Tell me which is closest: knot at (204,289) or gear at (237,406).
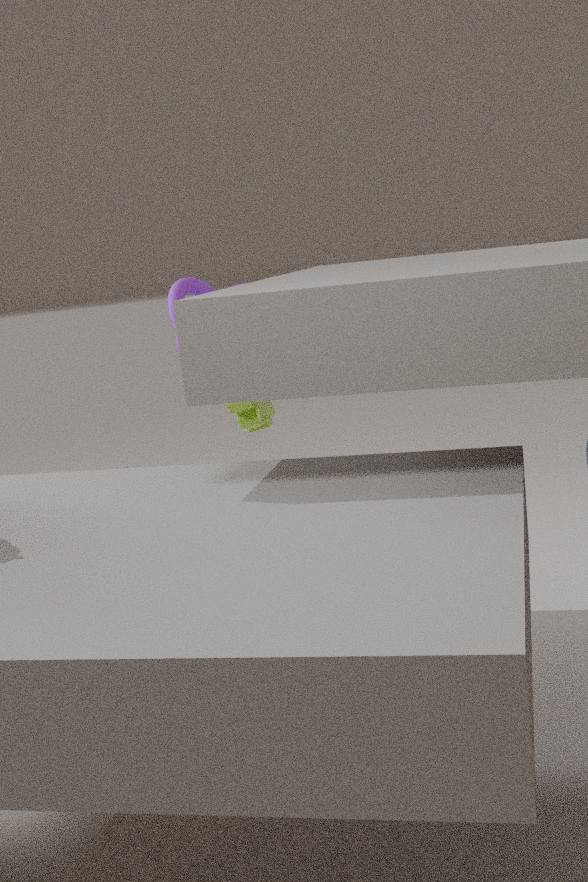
gear at (237,406)
